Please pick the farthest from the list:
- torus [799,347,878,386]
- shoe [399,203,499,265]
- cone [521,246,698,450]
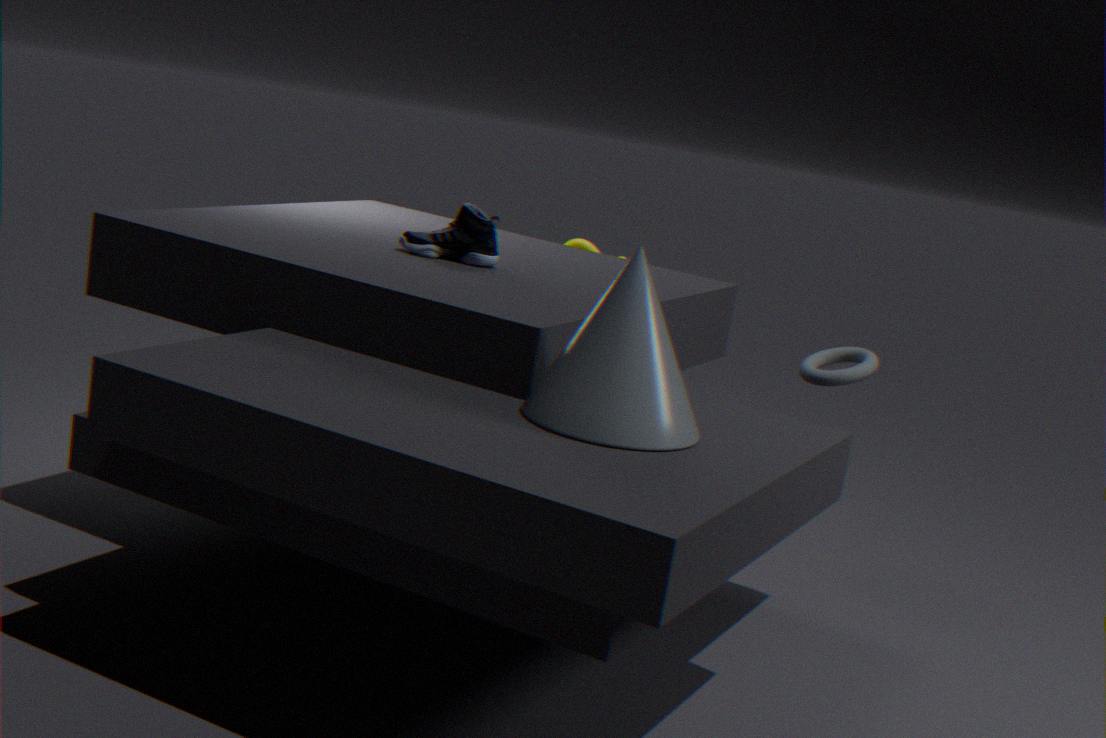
torus [799,347,878,386]
